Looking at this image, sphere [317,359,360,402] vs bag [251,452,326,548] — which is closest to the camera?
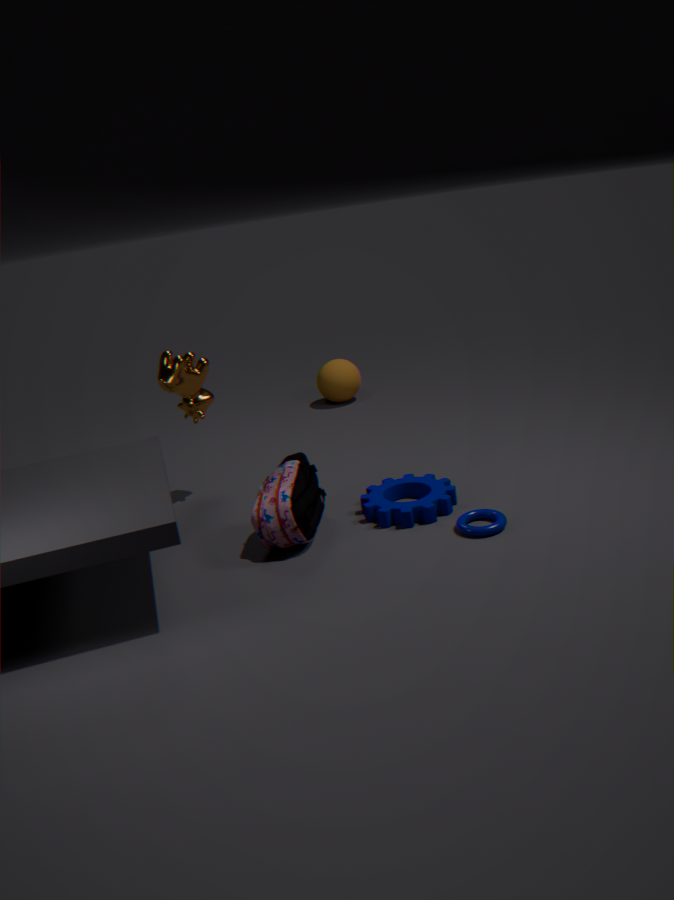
bag [251,452,326,548]
